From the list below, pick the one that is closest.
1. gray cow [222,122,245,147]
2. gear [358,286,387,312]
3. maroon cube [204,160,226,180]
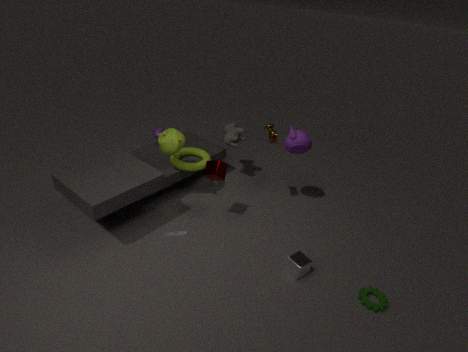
gear [358,286,387,312]
